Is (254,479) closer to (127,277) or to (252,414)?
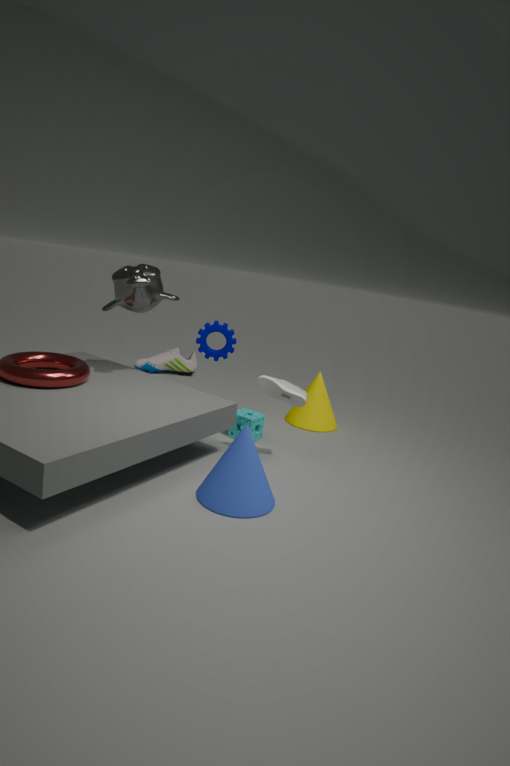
(252,414)
